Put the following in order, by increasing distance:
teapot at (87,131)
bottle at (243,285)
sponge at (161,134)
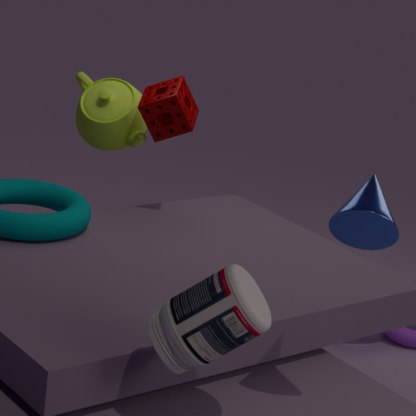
bottle at (243,285) < sponge at (161,134) < teapot at (87,131)
